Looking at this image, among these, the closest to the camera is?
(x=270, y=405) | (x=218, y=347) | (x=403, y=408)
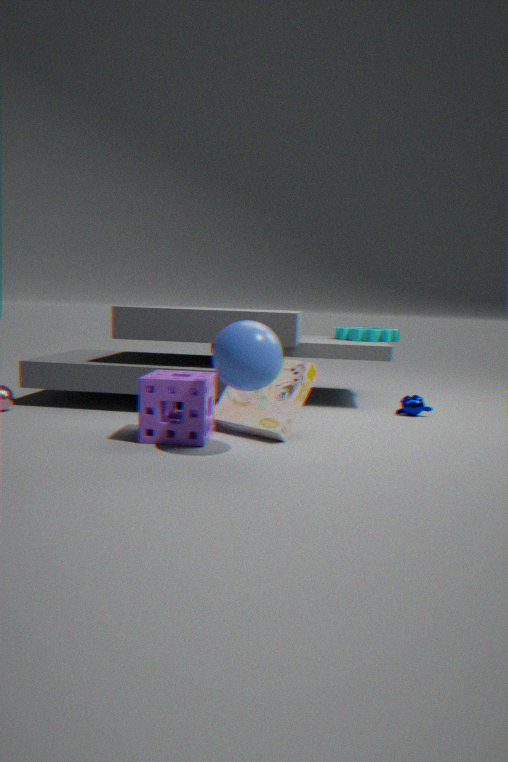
(x=218, y=347)
